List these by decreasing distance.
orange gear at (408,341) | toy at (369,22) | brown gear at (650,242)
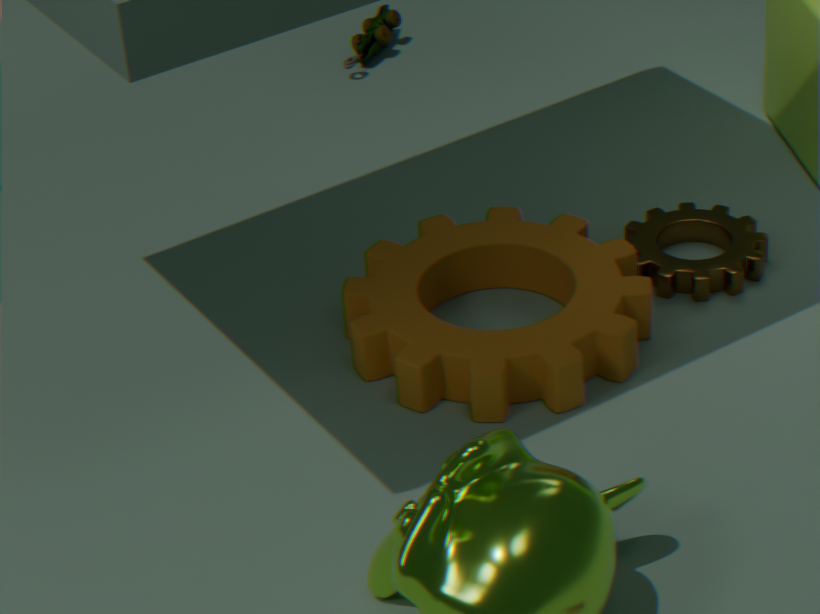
toy at (369,22) < brown gear at (650,242) < orange gear at (408,341)
